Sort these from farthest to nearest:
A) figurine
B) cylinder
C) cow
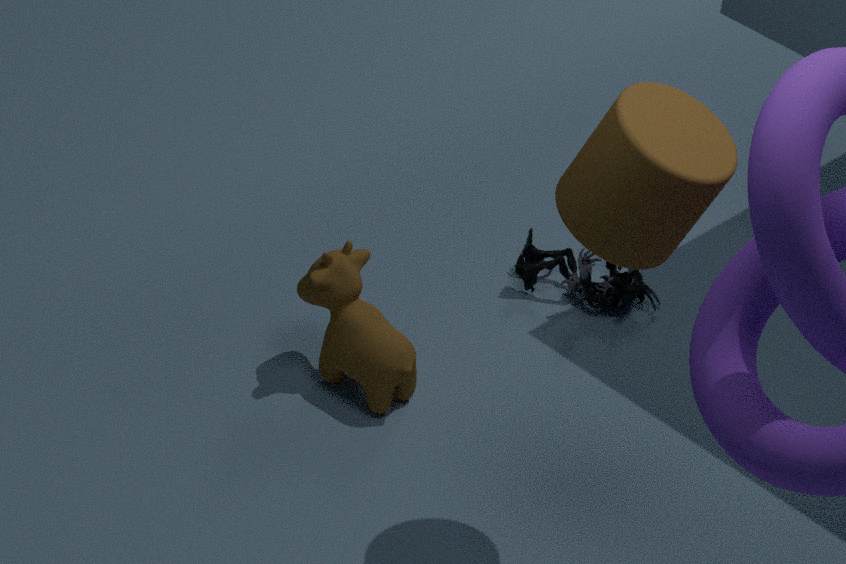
figurine, cow, cylinder
